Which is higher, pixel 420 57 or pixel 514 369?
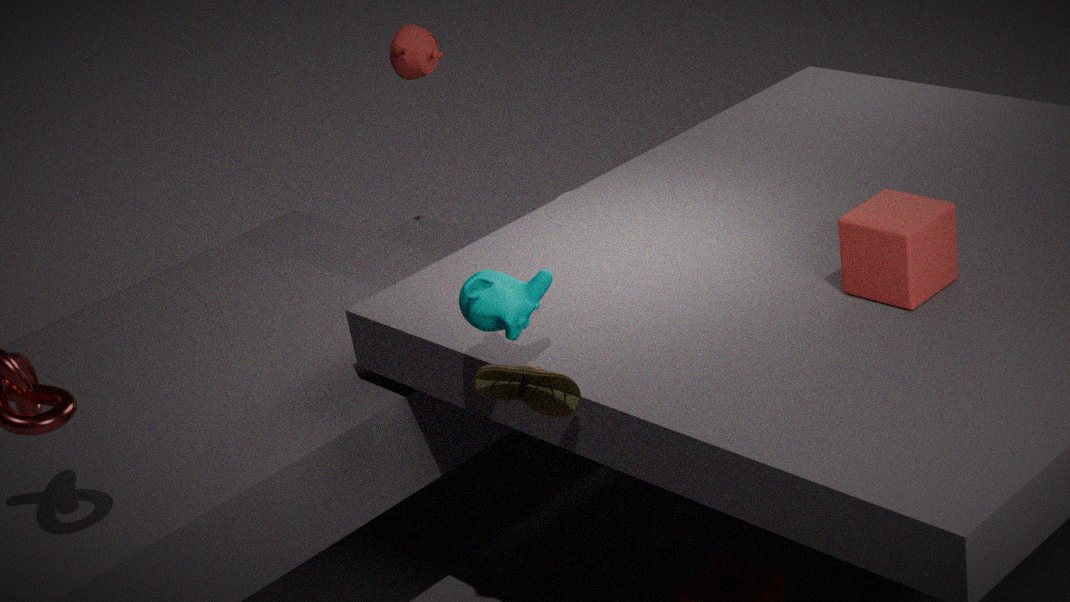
pixel 420 57
